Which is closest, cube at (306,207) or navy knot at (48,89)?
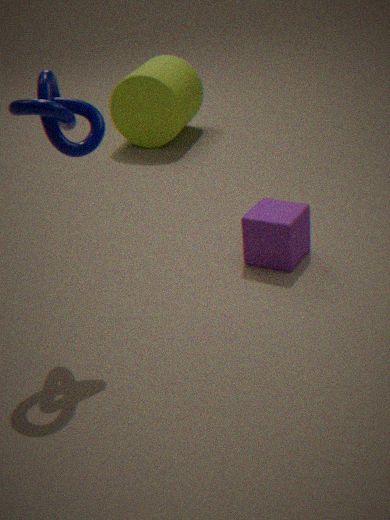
navy knot at (48,89)
